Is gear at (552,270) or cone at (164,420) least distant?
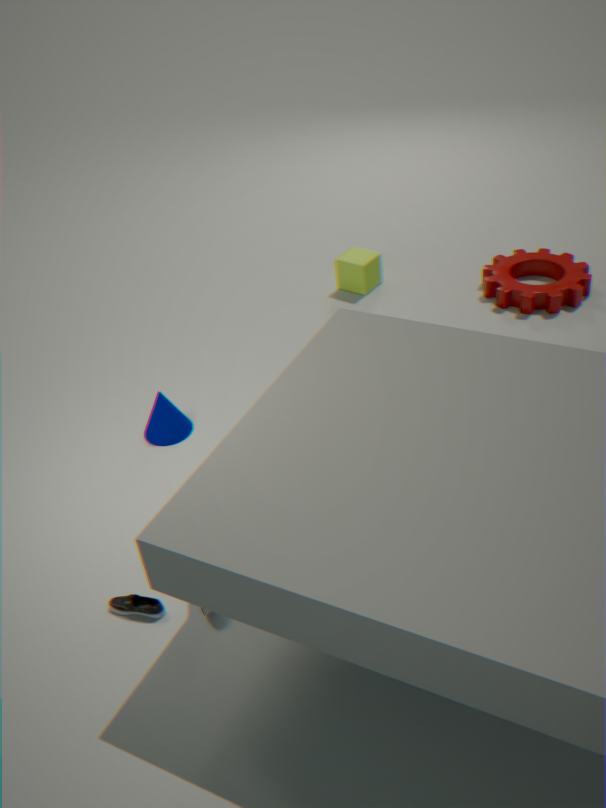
cone at (164,420)
